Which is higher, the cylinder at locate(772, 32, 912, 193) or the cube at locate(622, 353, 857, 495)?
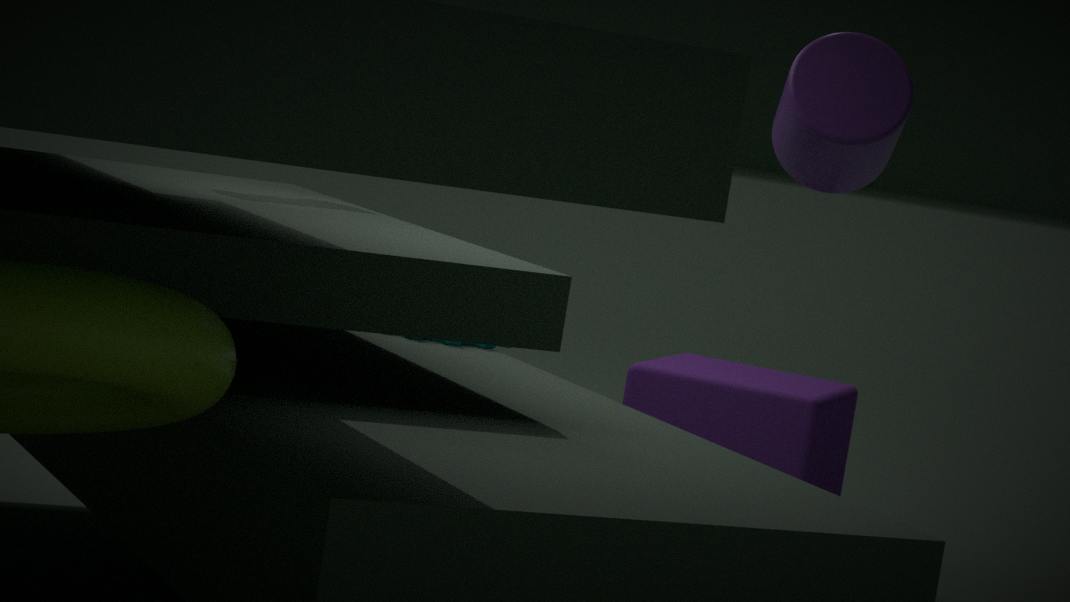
the cylinder at locate(772, 32, 912, 193)
